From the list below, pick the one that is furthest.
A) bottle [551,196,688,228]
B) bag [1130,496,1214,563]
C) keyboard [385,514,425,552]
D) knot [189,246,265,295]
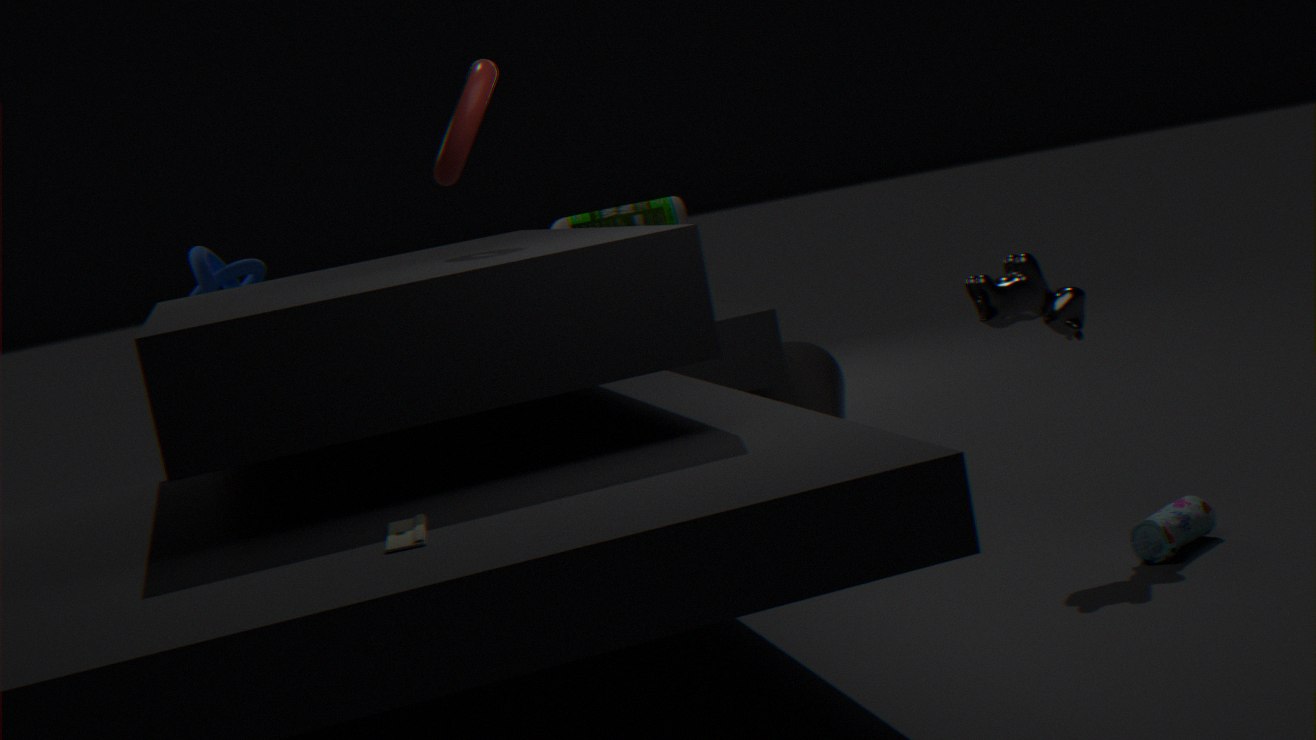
bottle [551,196,688,228]
